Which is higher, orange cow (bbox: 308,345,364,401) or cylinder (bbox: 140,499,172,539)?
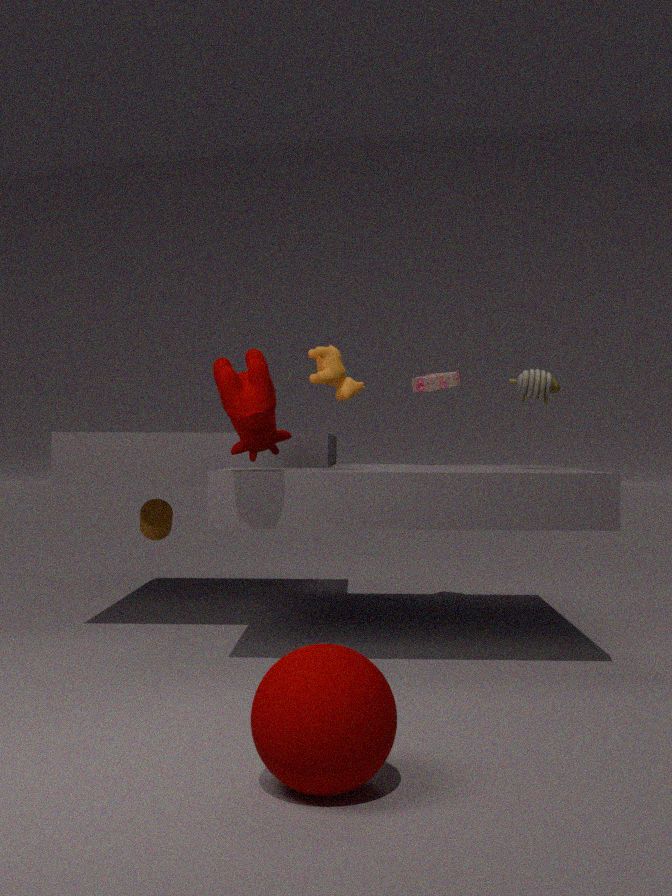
Answer: orange cow (bbox: 308,345,364,401)
